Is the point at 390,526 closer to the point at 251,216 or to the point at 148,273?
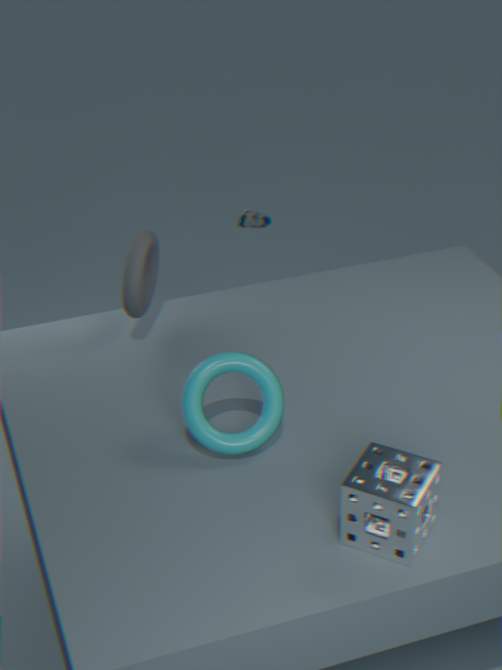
the point at 148,273
